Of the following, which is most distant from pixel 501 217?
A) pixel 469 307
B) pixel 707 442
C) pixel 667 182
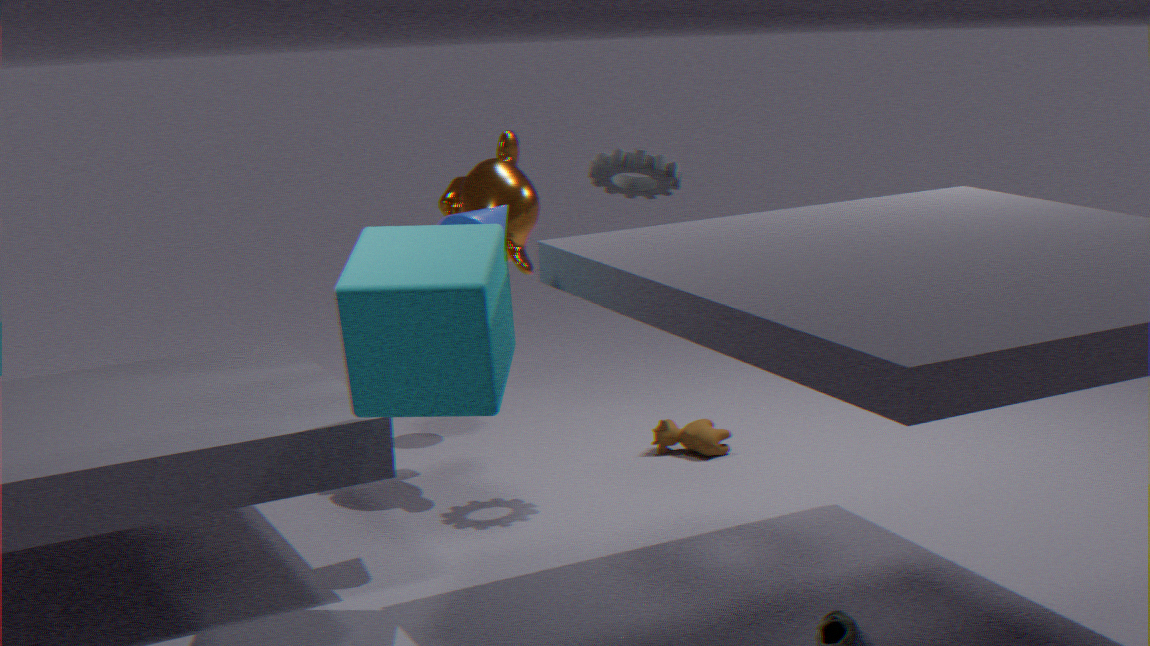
pixel 707 442
